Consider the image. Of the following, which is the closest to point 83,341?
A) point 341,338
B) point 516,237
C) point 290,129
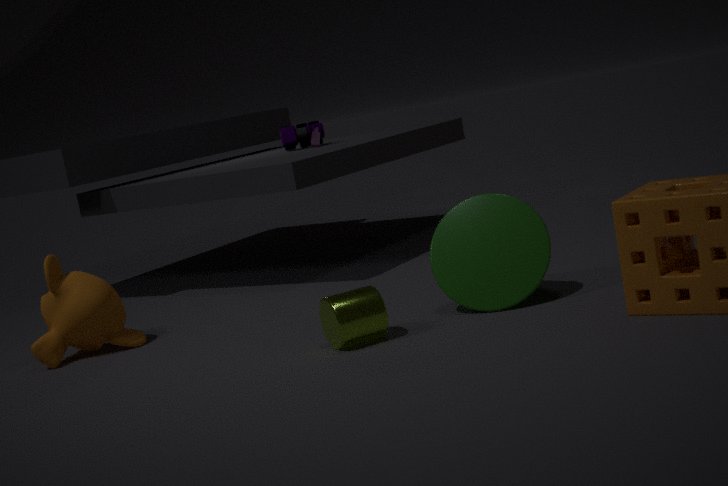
point 341,338
